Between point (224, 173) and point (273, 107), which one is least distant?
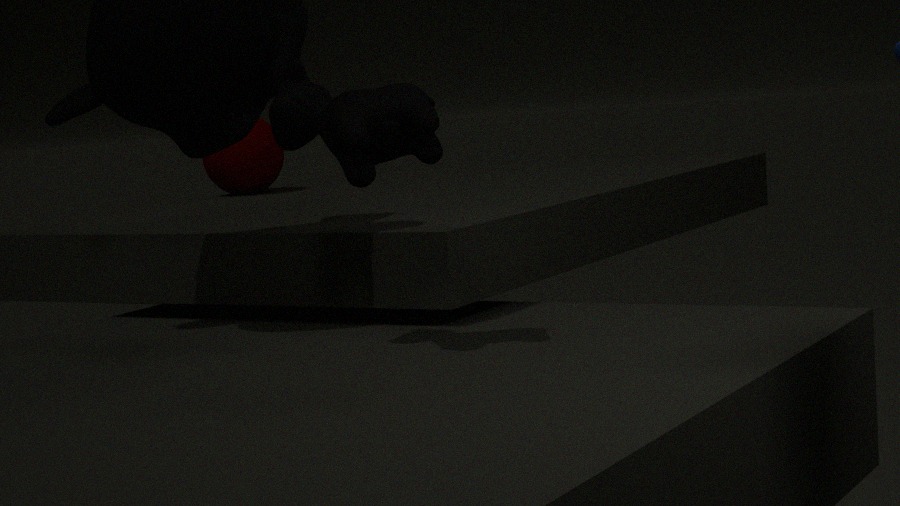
point (273, 107)
